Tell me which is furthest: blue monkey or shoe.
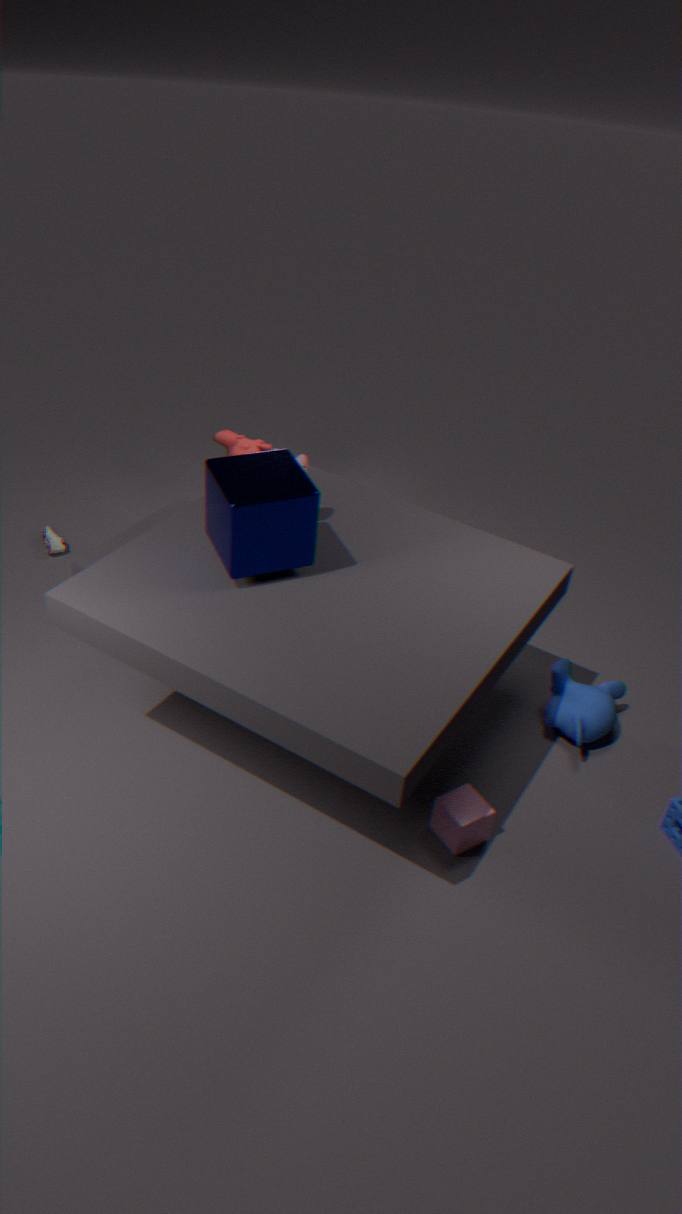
shoe
